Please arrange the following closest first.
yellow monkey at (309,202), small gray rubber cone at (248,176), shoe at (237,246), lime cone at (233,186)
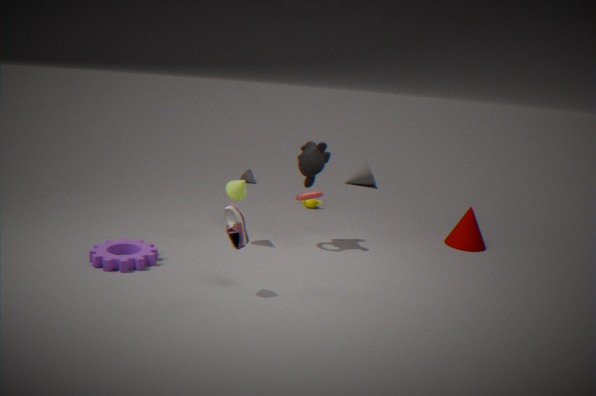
1. shoe at (237,246)
2. lime cone at (233,186)
3. yellow monkey at (309,202)
4. small gray rubber cone at (248,176)
